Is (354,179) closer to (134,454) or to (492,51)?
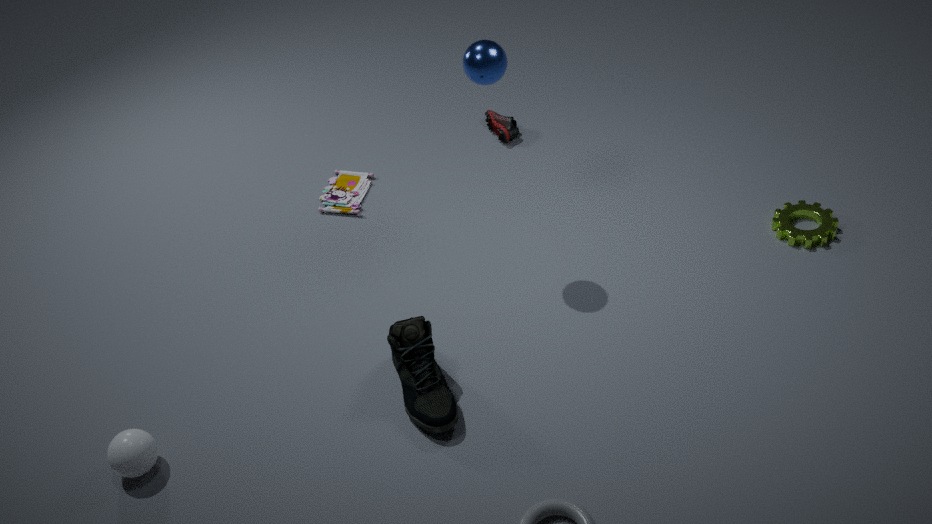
(492,51)
